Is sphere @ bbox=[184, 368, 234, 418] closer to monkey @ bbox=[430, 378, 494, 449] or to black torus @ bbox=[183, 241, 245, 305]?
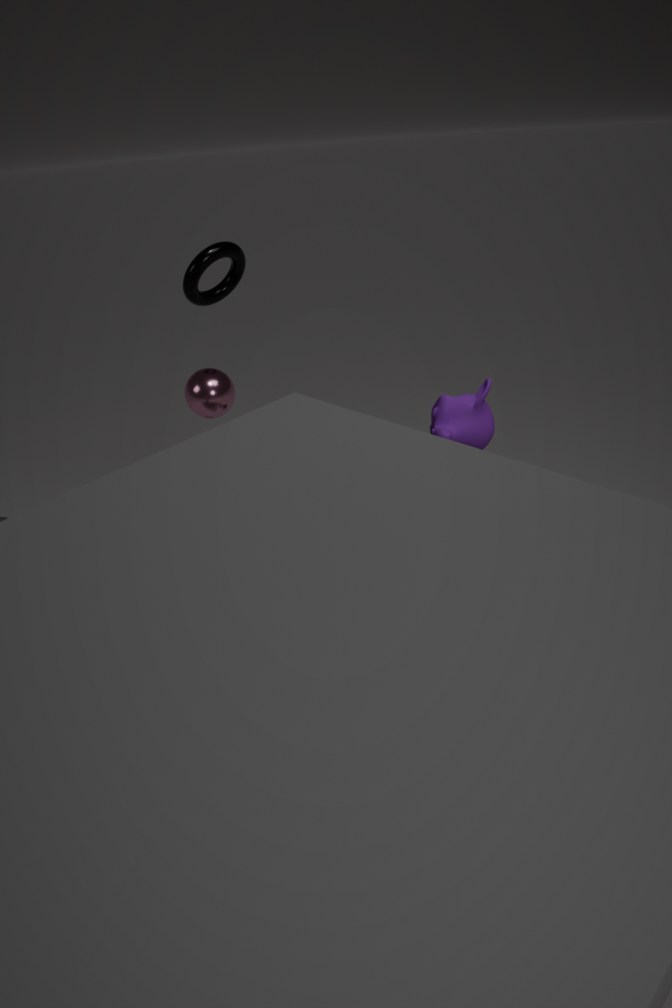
black torus @ bbox=[183, 241, 245, 305]
